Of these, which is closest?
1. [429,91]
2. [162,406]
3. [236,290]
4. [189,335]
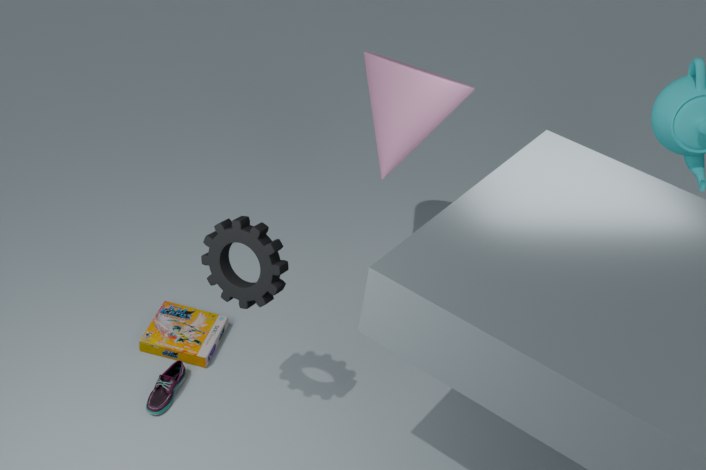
[236,290]
